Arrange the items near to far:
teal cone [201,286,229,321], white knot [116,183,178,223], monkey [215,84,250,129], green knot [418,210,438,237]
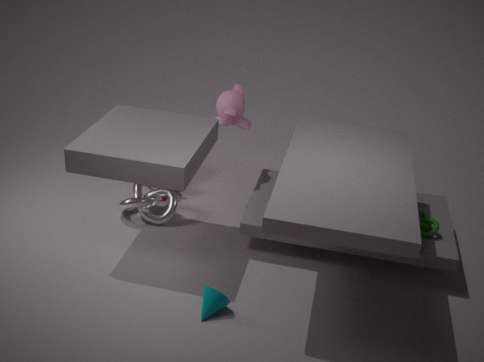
teal cone [201,286,229,321], green knot [418,210,438,237], white knot [116,183,178,223], monkey [215,84,250,129]
